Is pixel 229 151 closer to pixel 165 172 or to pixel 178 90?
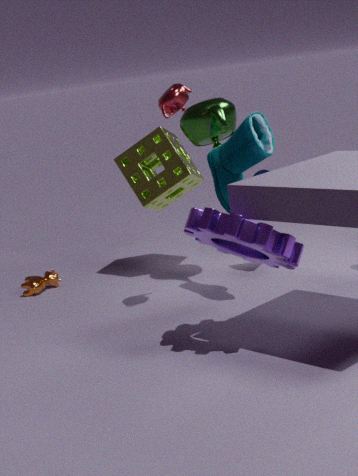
pixel 178 90
